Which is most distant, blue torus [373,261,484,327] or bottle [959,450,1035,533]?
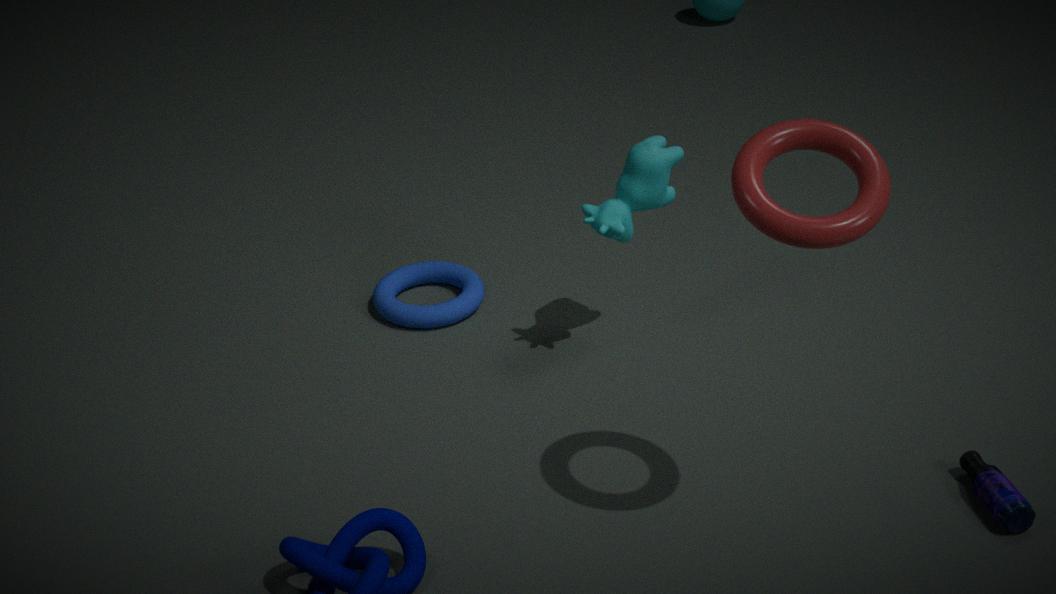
blue torus [373,261,484,327]
